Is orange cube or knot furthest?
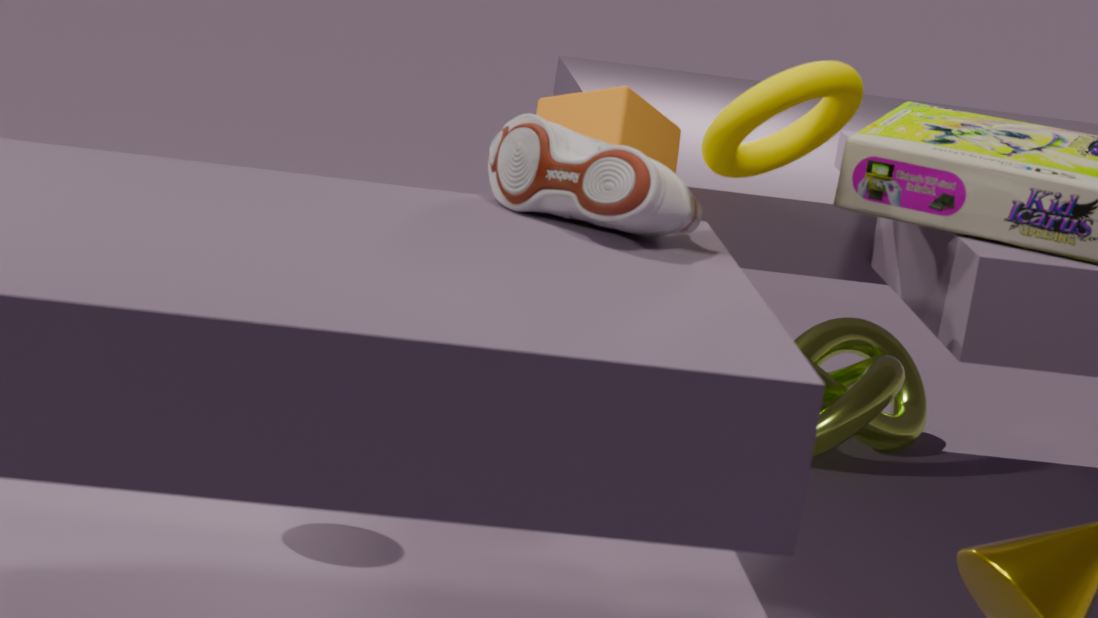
knot
